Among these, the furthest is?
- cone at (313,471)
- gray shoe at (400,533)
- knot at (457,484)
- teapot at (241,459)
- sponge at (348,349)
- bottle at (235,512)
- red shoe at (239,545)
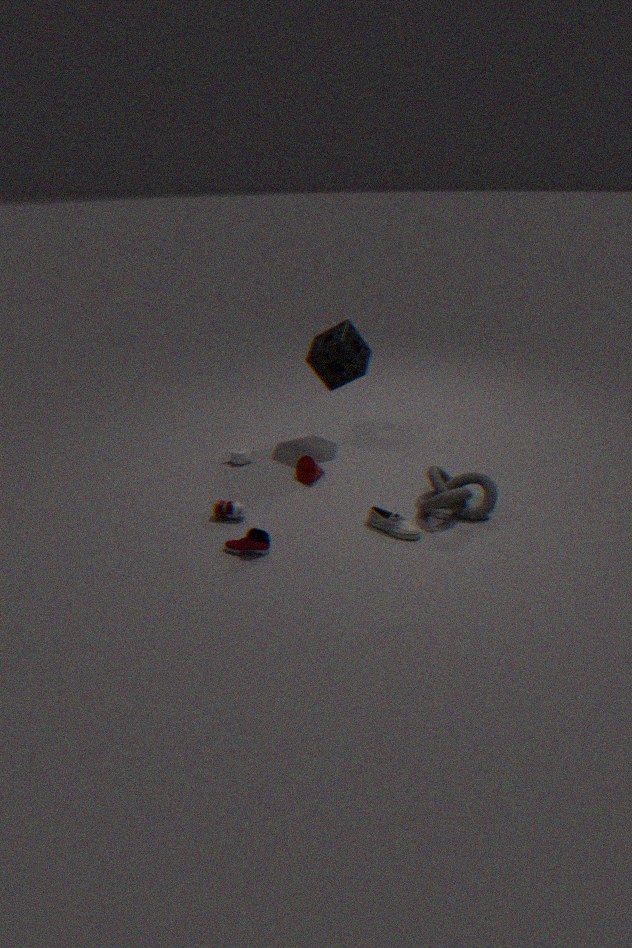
teapot at (241,459)
